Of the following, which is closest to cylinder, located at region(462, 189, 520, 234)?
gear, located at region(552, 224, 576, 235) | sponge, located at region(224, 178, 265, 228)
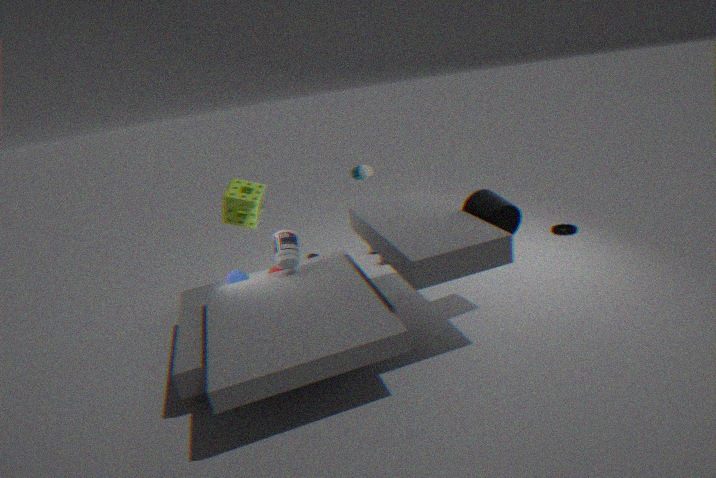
gear, located at region(552, 224, 576, 235)
